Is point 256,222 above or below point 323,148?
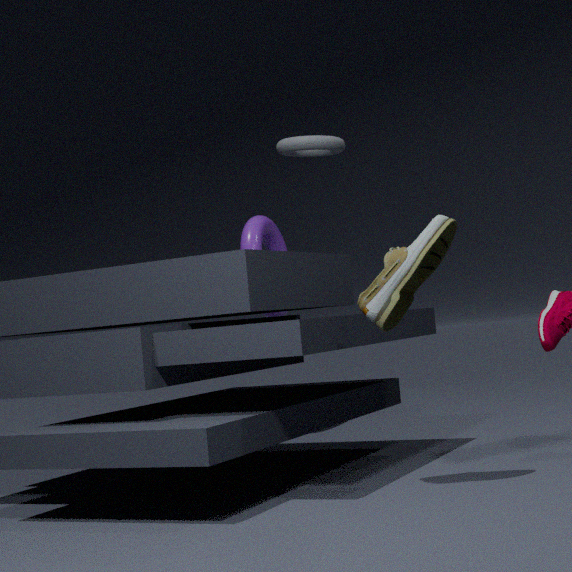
below
